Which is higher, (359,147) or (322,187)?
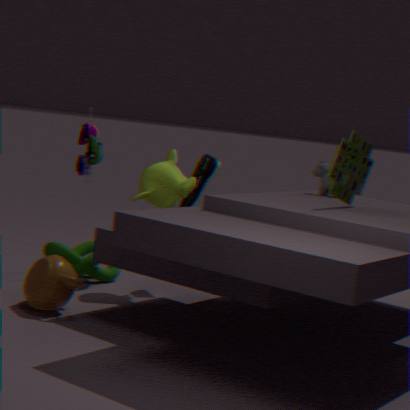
(359,147)
